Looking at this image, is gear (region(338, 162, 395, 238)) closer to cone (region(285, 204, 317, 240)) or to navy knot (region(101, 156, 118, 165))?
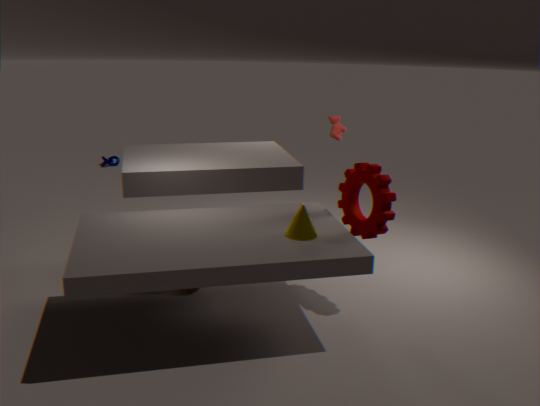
cone (region(285, 204, 317, 240))
